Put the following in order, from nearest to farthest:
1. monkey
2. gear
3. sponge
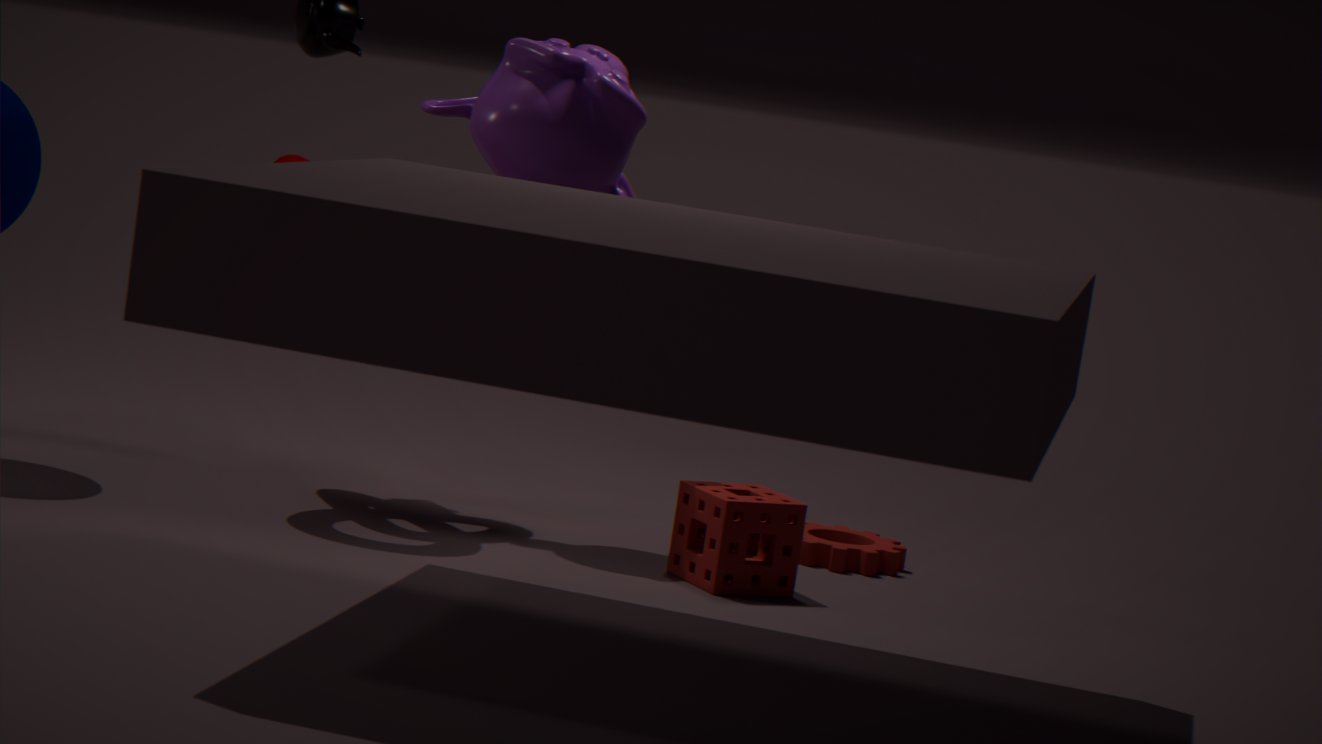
sponge
monkey
gear
